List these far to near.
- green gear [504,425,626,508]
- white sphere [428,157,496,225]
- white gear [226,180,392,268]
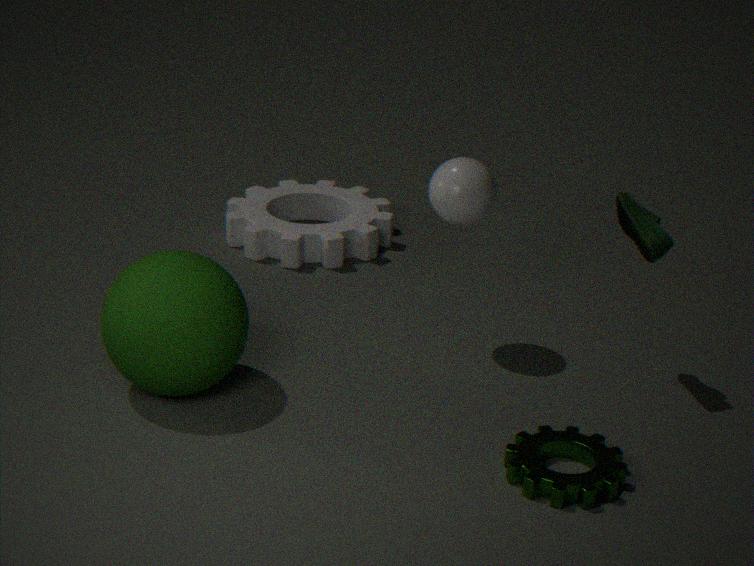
white gear [226,180,392,268] < white sphere [428,157,496,225] < green gear [504,425,626,508]
